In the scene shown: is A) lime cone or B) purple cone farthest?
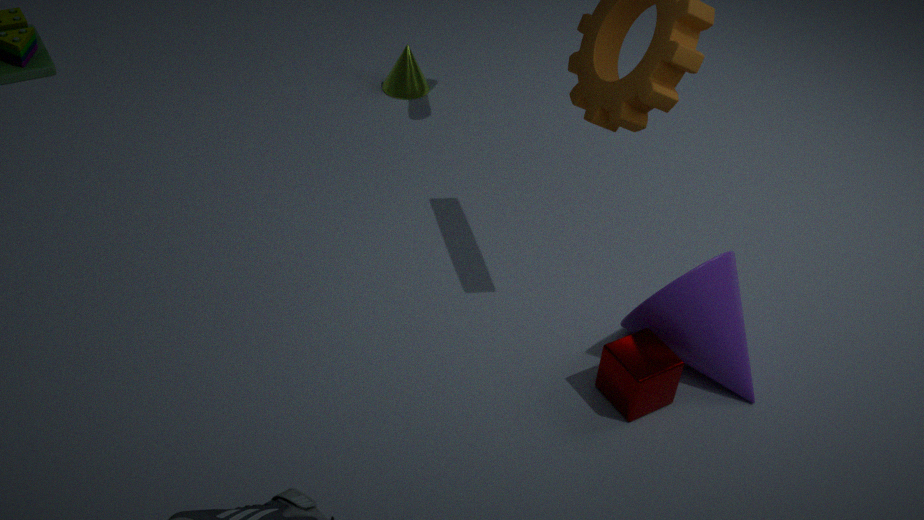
A. lime cone
